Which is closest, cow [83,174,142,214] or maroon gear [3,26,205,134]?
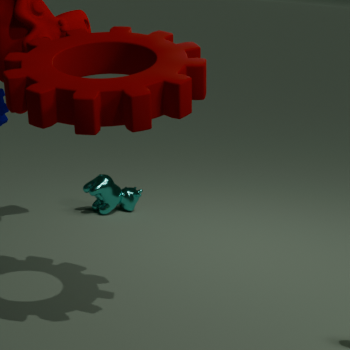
maroon gear [3,26,205,134]
